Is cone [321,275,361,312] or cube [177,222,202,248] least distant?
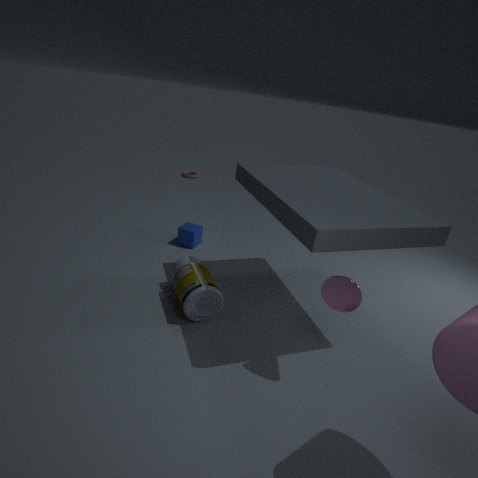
cone [321,275,361,312]
